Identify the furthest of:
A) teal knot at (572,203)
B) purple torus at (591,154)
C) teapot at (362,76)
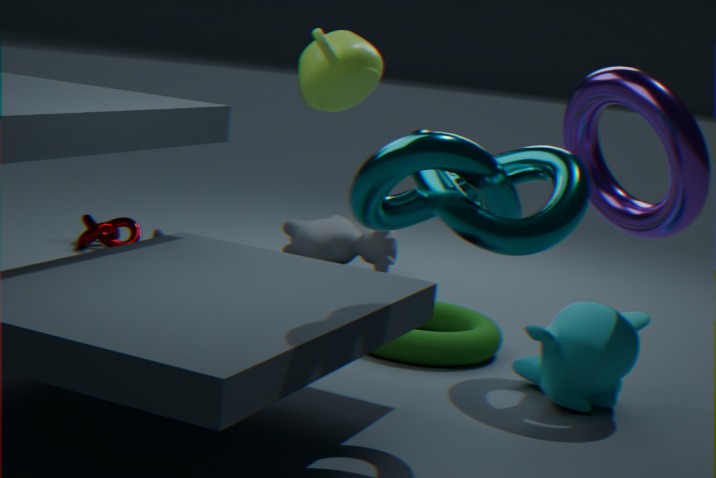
teapot at (362,76)
